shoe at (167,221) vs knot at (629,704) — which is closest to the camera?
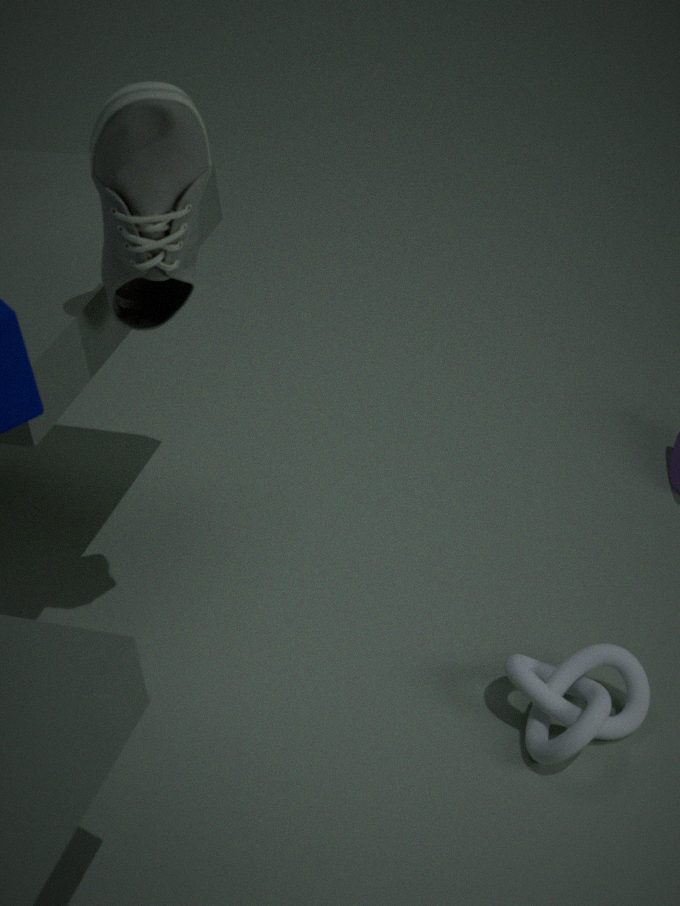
shoe at (167,221)
